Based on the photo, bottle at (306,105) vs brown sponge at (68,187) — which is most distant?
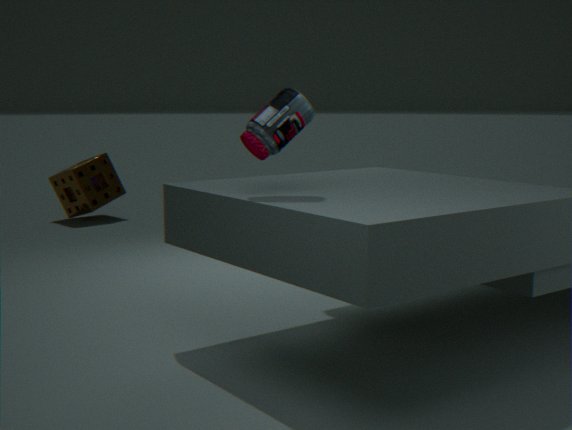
brown sponge at (68,187)
